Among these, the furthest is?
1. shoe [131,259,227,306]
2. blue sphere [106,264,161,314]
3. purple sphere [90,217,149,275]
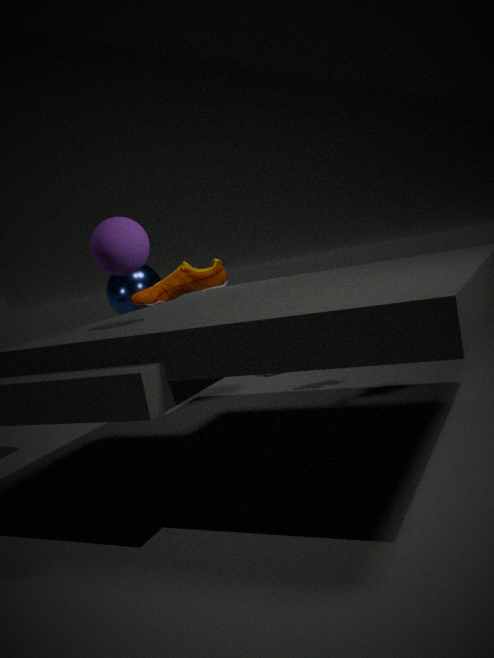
blue sphere [106,264,161,314]
